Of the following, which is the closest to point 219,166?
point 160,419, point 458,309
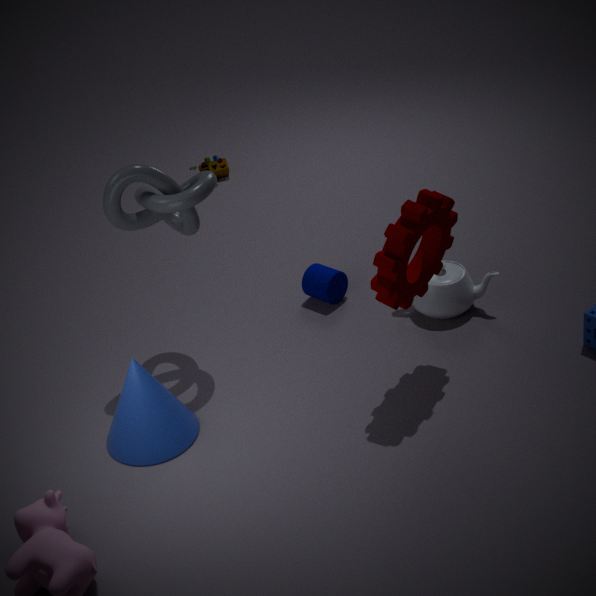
point 458,309
